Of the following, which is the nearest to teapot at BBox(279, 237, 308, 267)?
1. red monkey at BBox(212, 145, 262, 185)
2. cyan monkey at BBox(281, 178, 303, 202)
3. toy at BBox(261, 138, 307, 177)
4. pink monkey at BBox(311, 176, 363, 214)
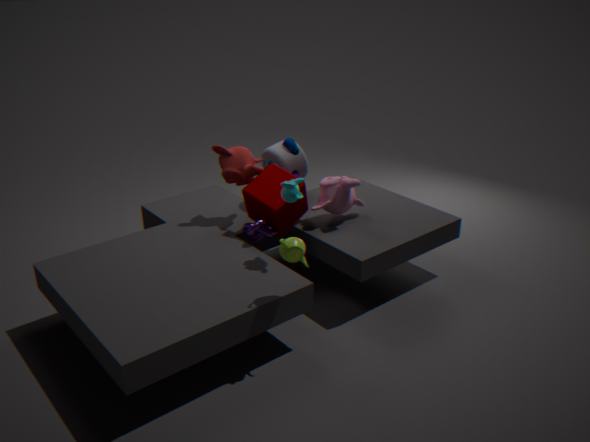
cyan monkey at BBox(281, 178, 303, 202)
